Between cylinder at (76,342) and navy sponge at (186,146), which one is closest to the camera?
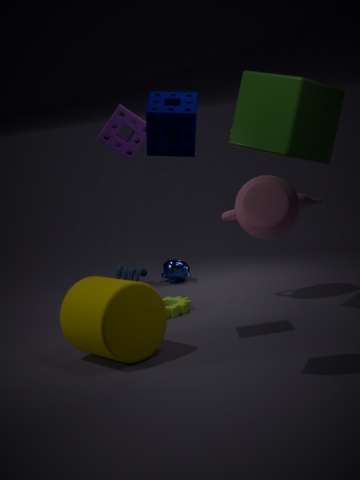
navy sponge at (186,146)
